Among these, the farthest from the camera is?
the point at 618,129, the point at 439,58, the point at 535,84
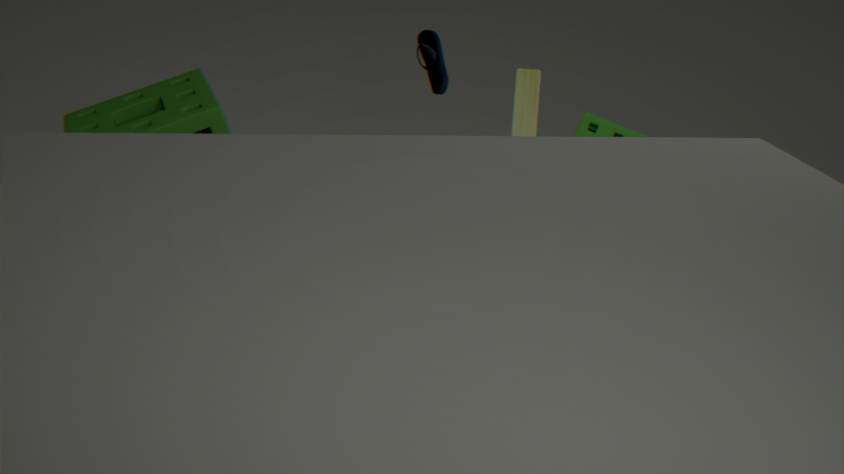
the point at 439,58
